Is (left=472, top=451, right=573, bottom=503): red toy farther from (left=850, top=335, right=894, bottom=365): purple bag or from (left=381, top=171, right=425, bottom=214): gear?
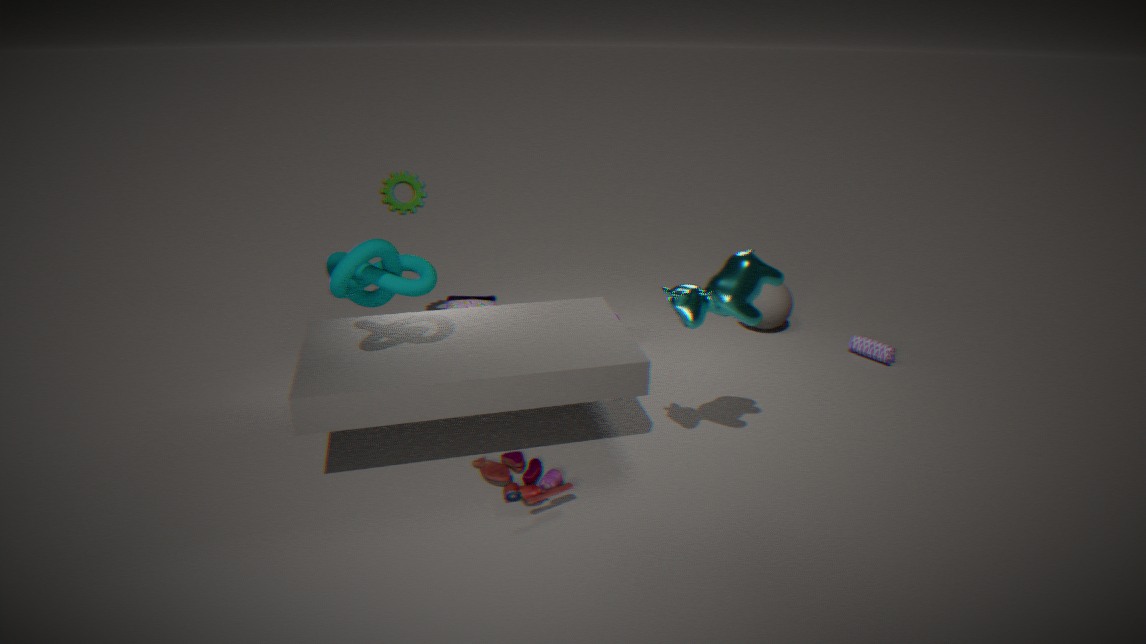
(left=850, top=335, right=894, bottom=365): purple bag
